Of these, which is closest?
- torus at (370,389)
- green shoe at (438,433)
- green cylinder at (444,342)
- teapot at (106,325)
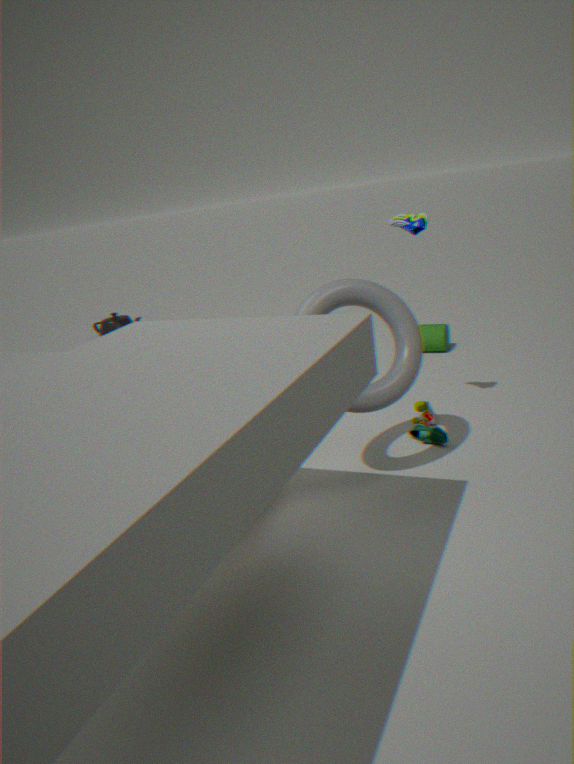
torus at (370,389)
